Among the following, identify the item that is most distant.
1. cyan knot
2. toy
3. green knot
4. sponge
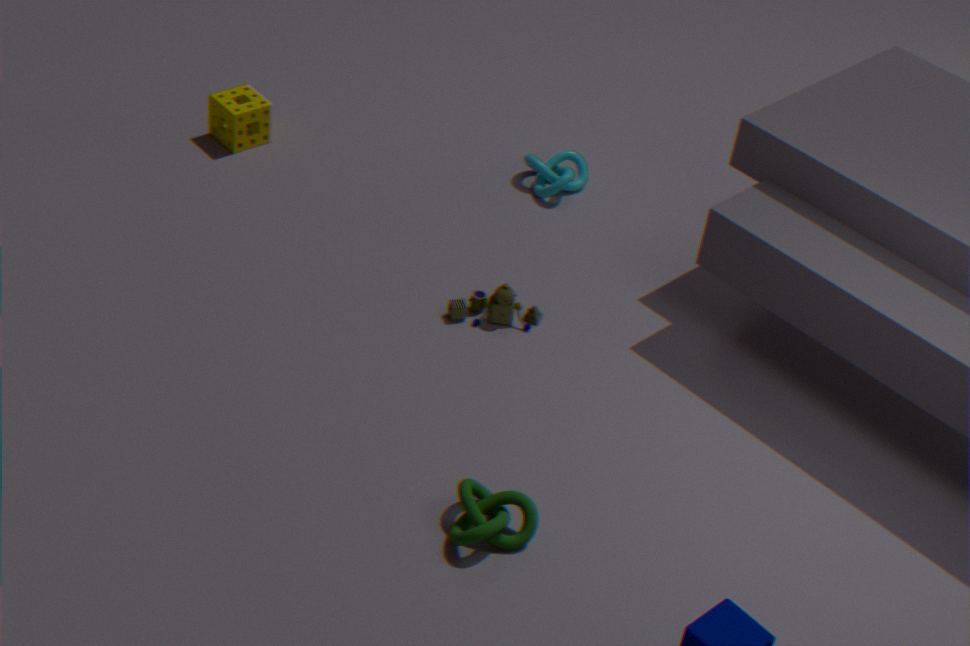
cyan knot
